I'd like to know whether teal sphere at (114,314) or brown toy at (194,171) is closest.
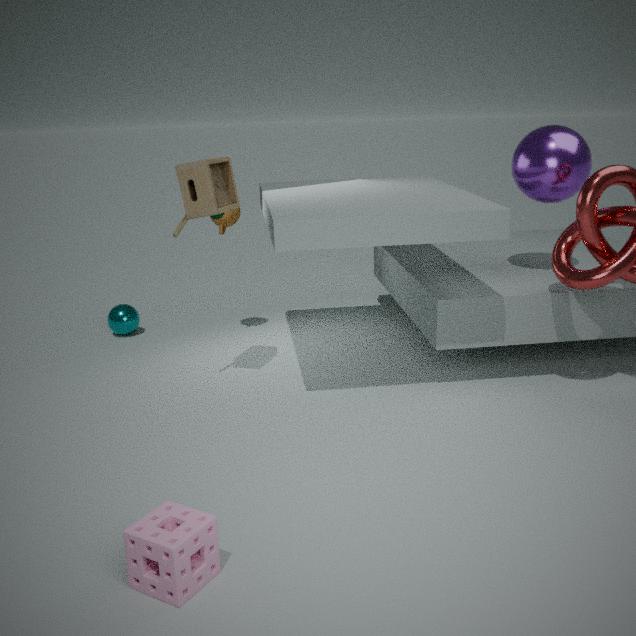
brown toy at (194,171)
